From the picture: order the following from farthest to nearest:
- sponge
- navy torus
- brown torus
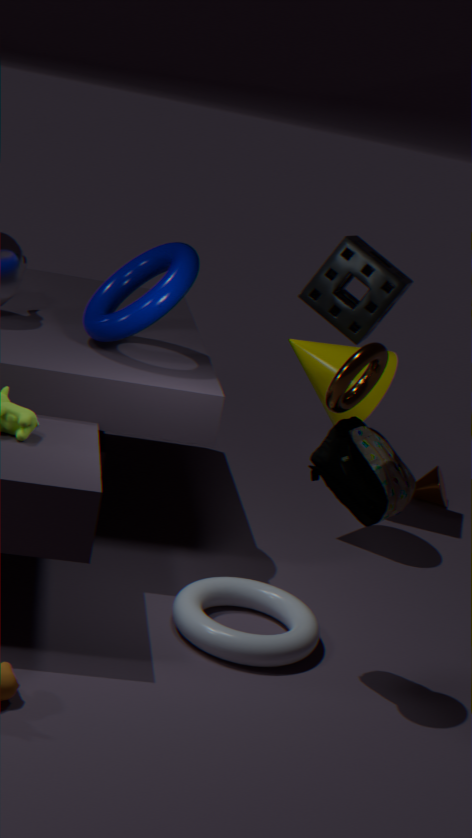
1. sponge
2. navy torus
3. brown torus
